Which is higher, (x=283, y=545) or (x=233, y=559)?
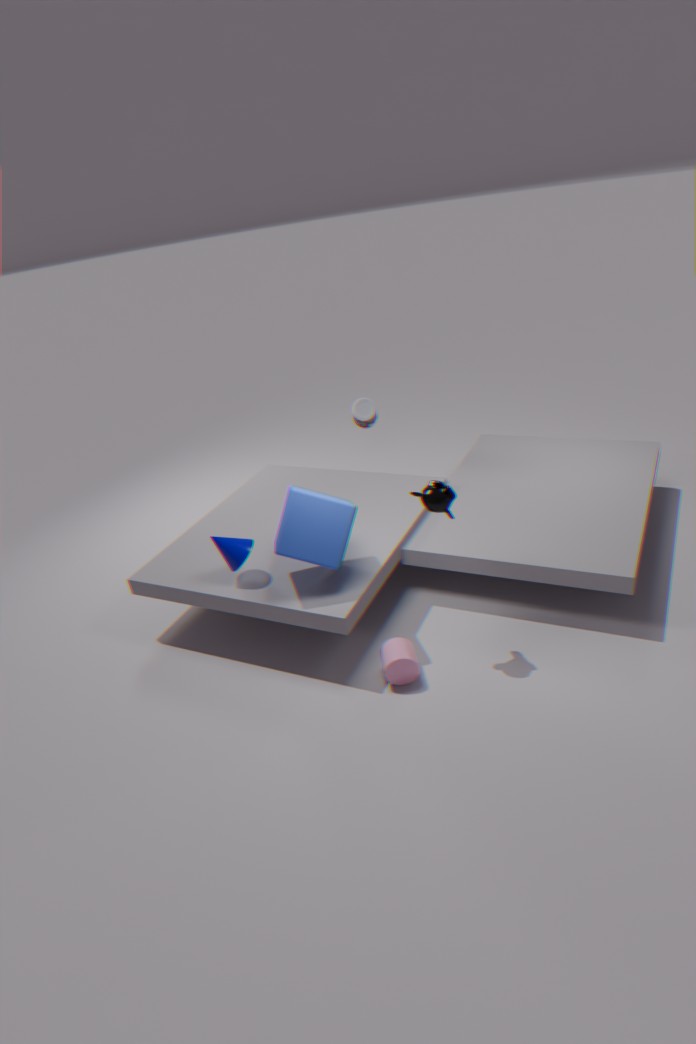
(x=283, y=545)
